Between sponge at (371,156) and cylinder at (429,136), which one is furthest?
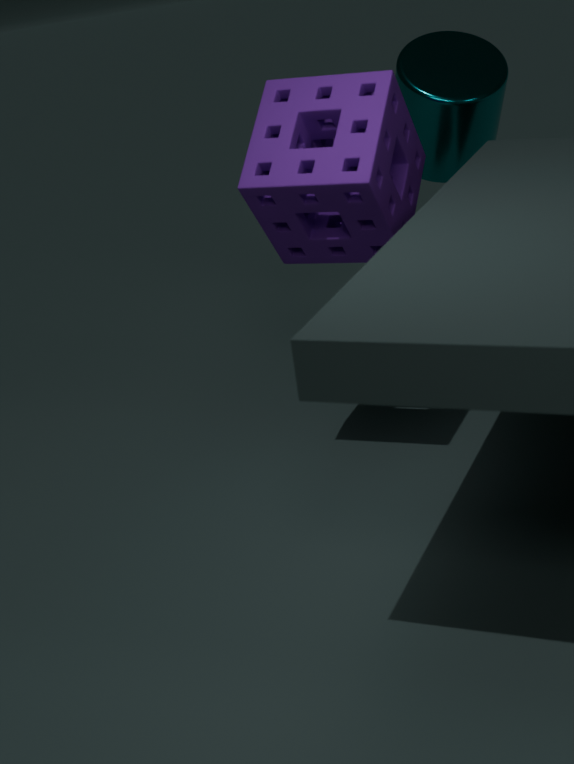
cylinder at (429,136)
